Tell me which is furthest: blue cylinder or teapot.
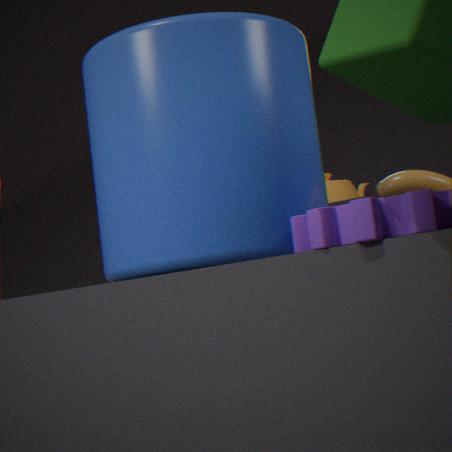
teapot
